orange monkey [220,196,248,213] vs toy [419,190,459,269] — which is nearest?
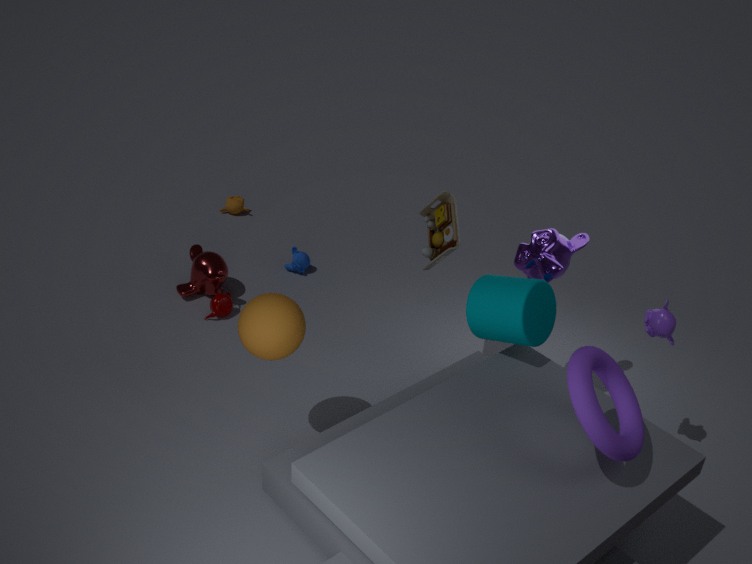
toy [419,190,459,269]
